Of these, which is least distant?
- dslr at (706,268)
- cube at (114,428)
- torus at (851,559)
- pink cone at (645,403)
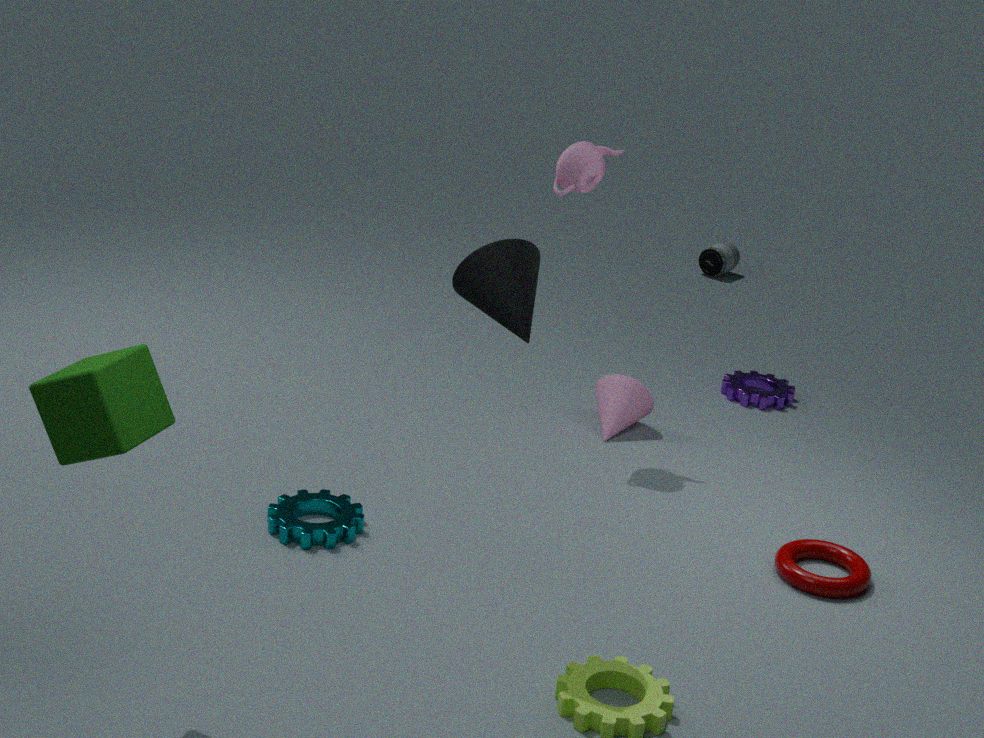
cube at (114,428)
